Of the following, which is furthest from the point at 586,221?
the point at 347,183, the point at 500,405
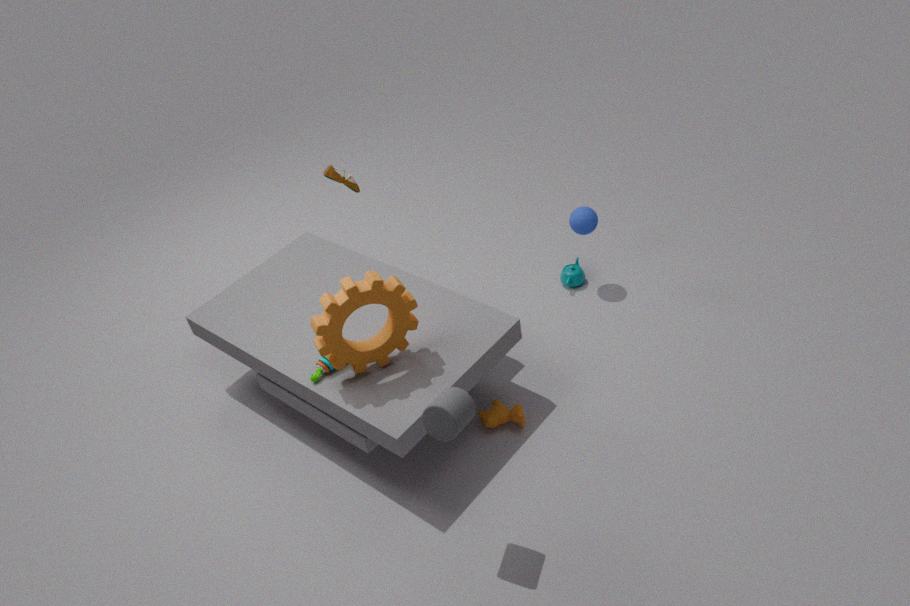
the point at 347,183
